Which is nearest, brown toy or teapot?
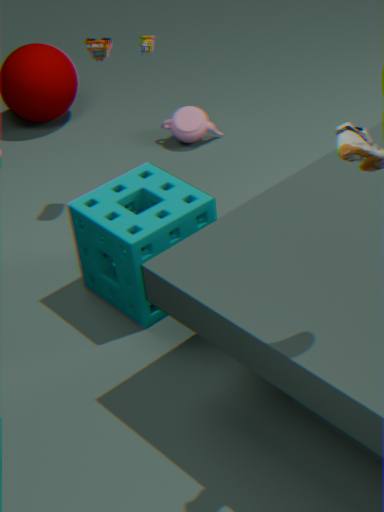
brown toy
